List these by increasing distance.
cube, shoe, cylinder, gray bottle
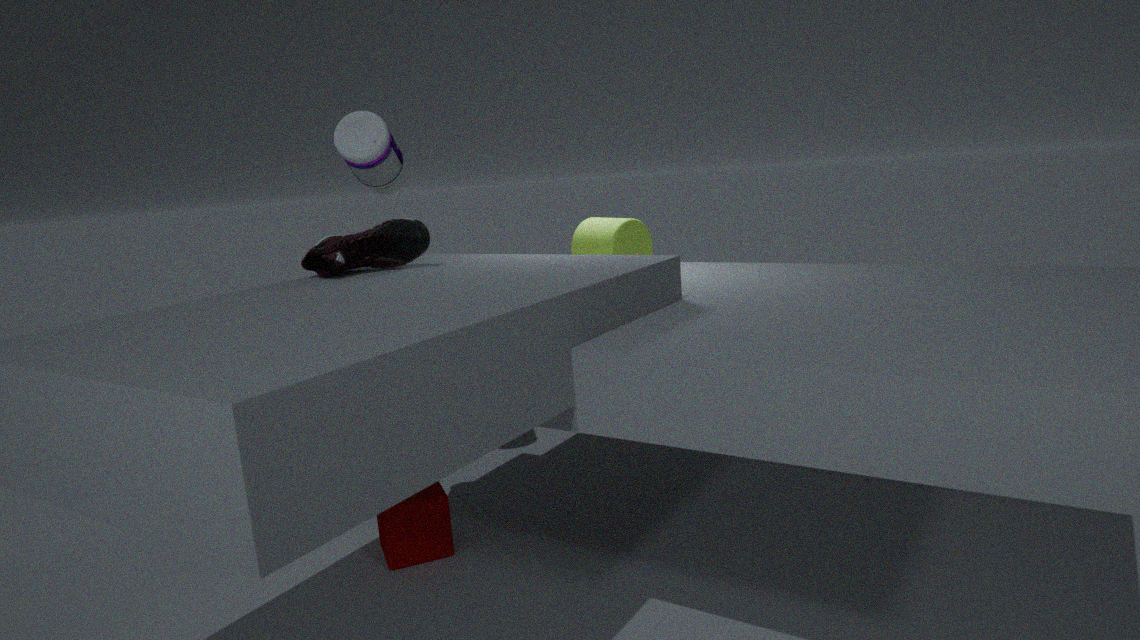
shoe
cube
cylinder
gray bottle
